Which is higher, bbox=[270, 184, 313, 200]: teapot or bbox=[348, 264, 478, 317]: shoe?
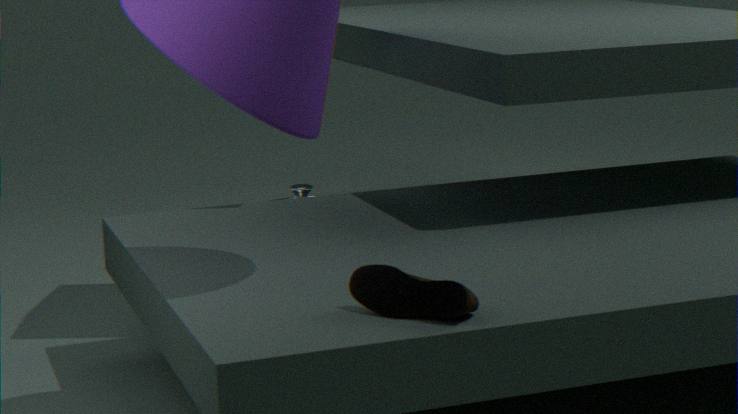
bbox=[348, 264, 478, 317]: shoe
